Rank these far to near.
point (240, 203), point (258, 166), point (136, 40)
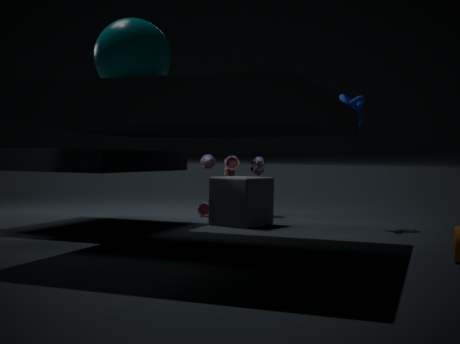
1. point (258, 166)
2. point (240, 203)
3. point (136, 40)
